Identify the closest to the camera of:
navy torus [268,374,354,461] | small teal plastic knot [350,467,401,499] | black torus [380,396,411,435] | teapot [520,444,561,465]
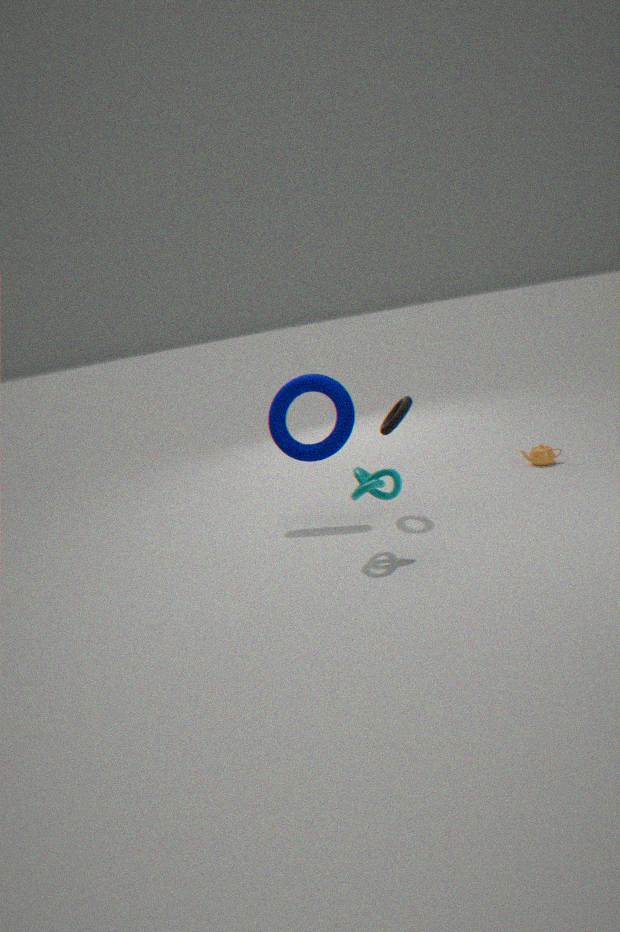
small teal plastic knot [350,467,401,499]
